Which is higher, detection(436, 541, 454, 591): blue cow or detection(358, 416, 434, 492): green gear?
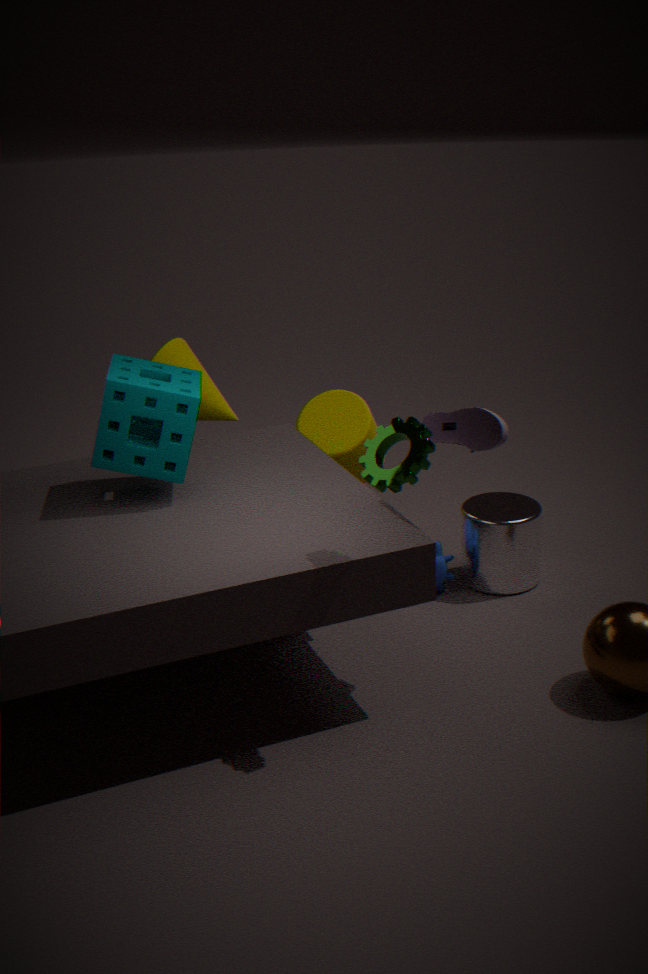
detection(358, 416, 434, 492): green gear
